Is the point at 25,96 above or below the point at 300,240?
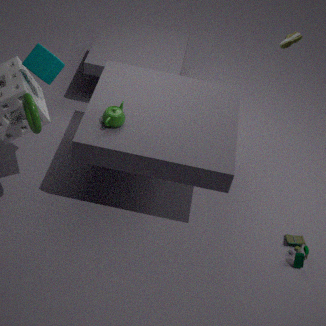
above
